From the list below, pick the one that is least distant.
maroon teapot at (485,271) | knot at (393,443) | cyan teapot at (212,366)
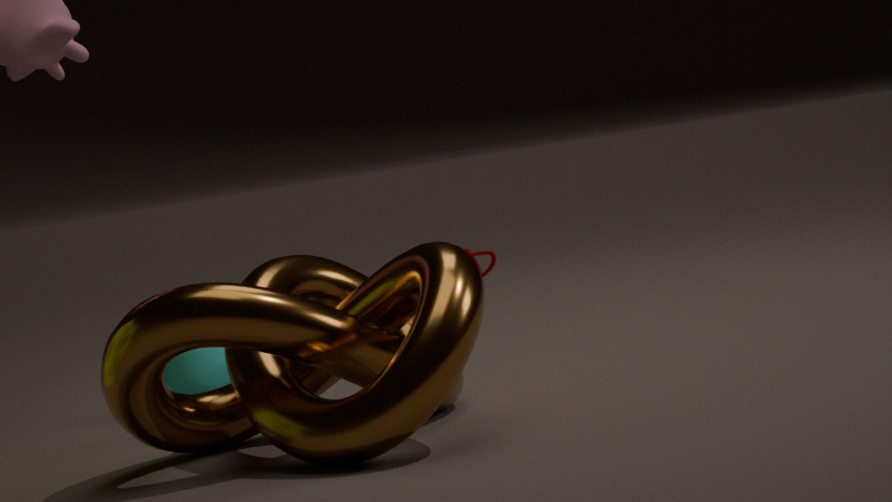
knot at (393,443)
